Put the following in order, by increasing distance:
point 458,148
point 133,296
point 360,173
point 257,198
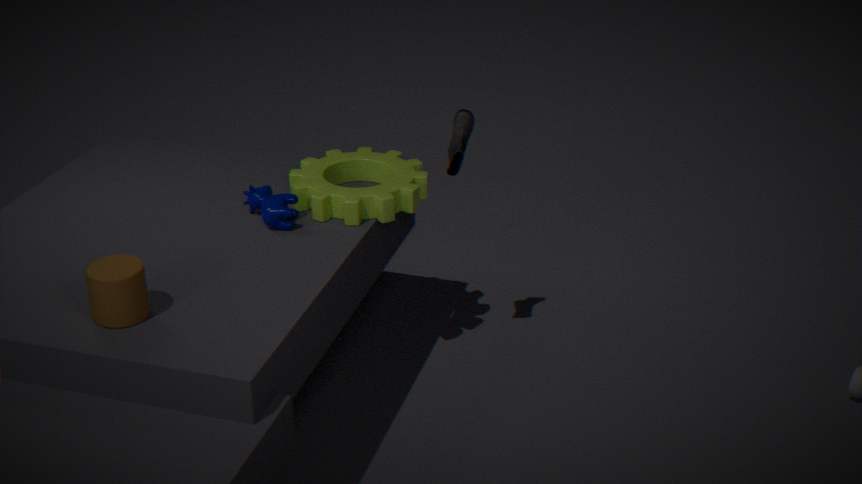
point 133,296 < point 458,148 < point 257,198 < point 360,173
